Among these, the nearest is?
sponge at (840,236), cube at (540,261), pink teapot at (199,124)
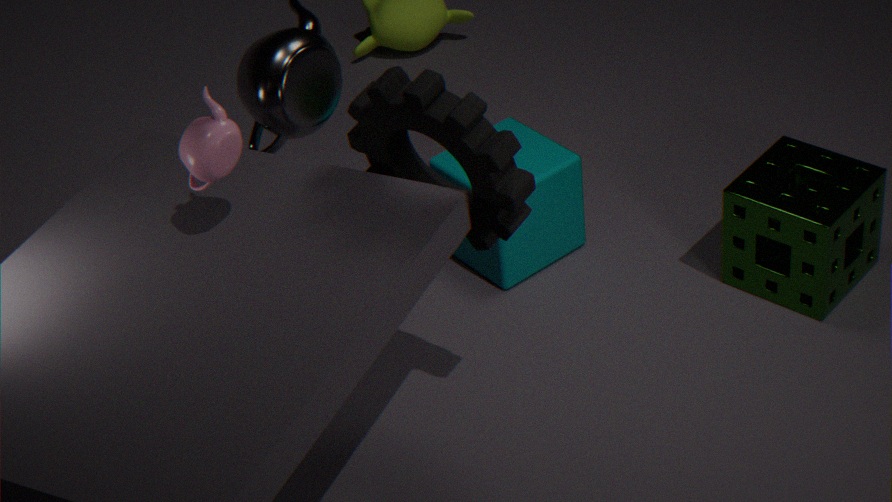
pink teapot at (199,124)
